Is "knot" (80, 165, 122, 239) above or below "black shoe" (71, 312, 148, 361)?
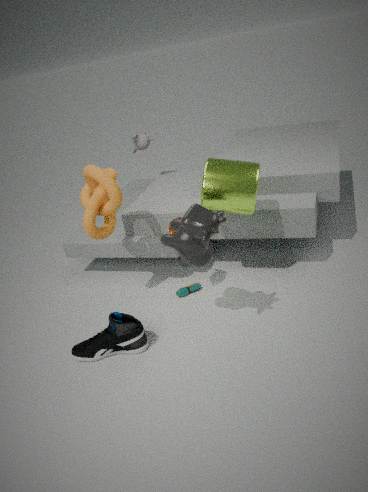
above
